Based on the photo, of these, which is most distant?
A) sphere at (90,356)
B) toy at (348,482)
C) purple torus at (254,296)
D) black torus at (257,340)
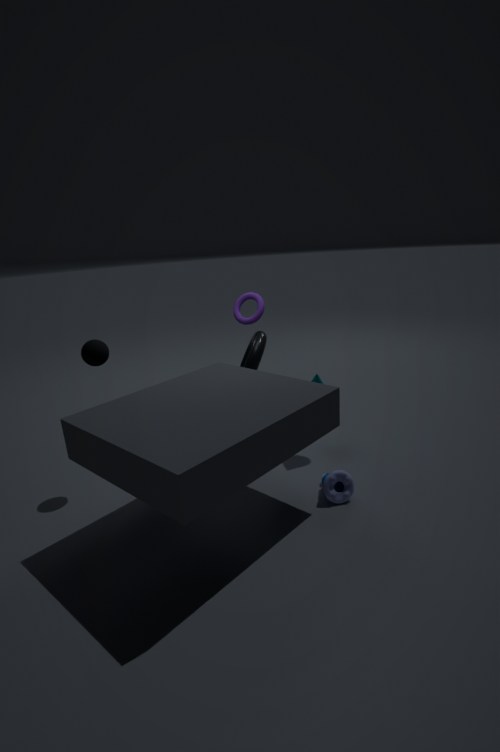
purple torus at (254,296)
